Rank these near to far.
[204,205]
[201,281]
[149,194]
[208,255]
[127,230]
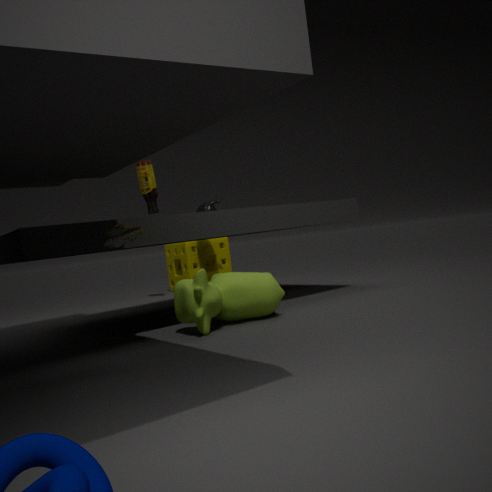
1. [127,230]
2. [201,281]
3. [149,194]
4. [204,205]
5. [208,255]
